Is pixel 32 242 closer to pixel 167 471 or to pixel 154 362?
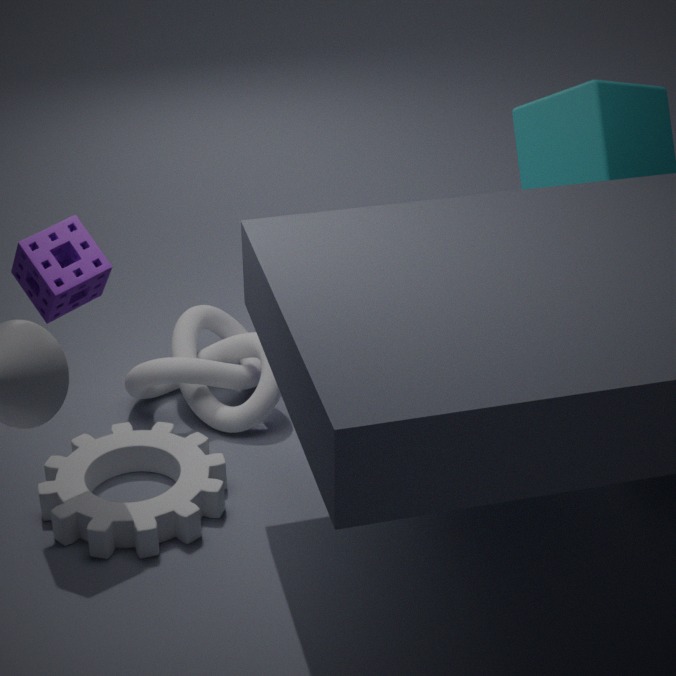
pixel 167 471
